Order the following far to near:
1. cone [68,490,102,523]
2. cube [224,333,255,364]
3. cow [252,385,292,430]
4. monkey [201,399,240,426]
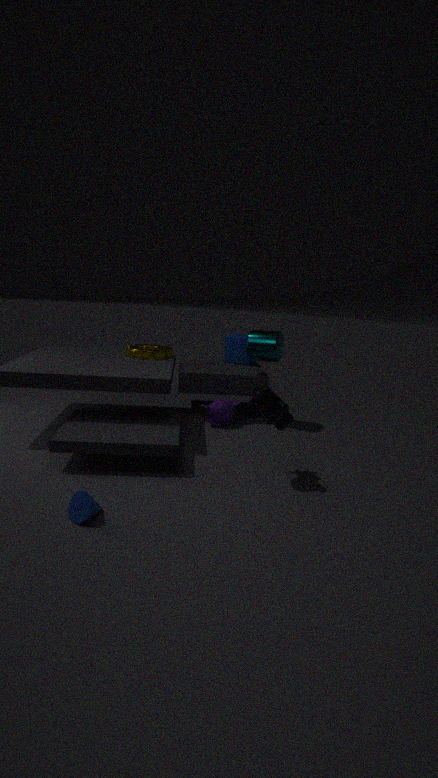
cube [224,333,255,364], monkey [201,399,240,426], cow [252,385,292,430], cone [68,490,102,523]
